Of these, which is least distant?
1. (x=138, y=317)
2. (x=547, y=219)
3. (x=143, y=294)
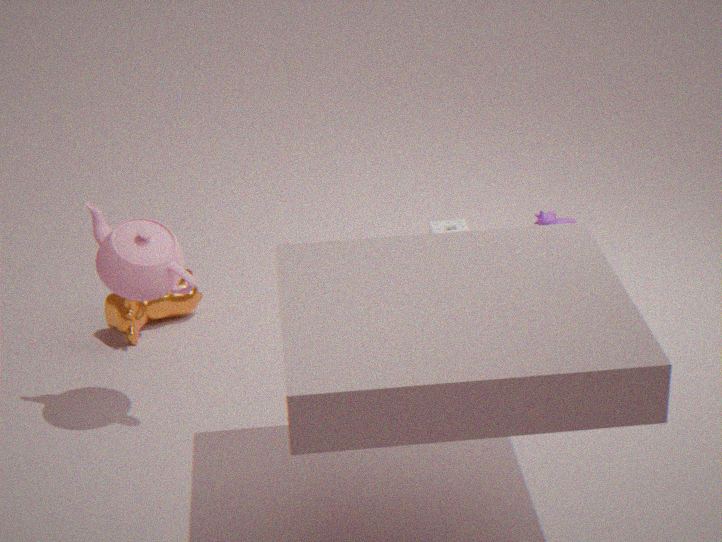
(x=143, y=294)
